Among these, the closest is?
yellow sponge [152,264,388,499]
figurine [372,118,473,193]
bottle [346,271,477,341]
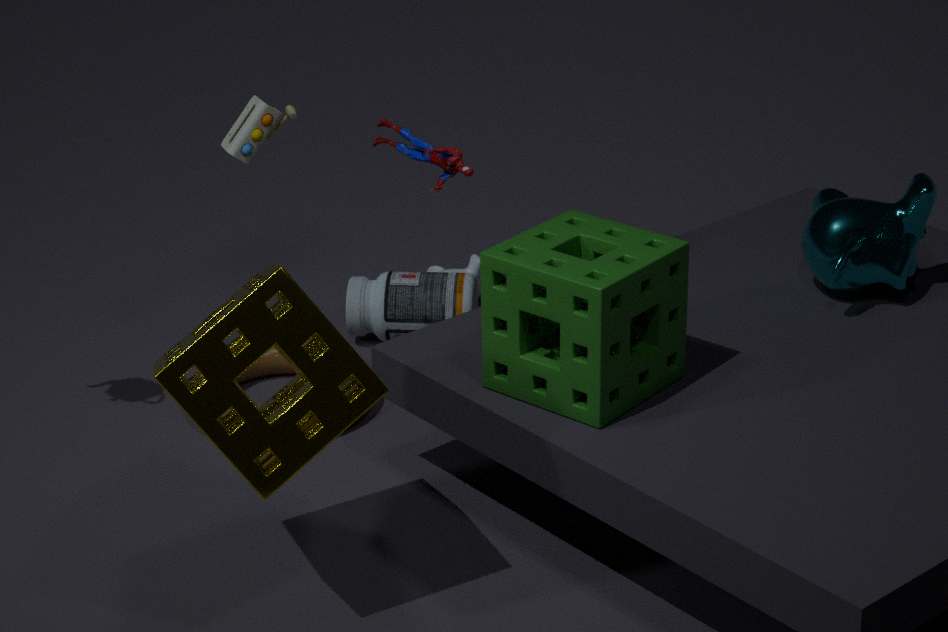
yellow sponge [152,264,388,499]
